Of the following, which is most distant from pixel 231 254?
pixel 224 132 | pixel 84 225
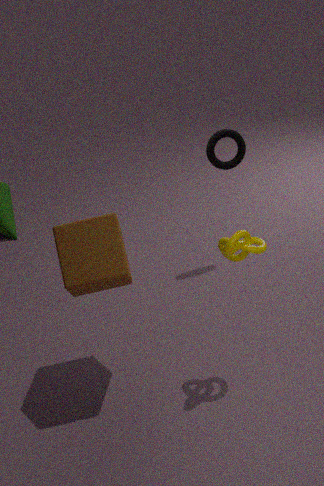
pixel 224 132
